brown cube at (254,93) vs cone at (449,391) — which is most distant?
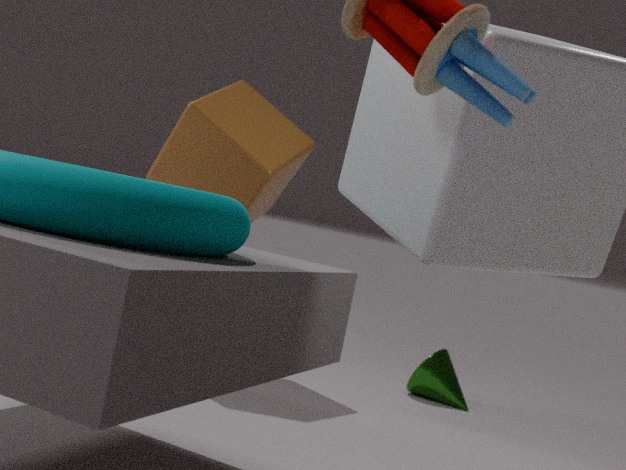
cone at (449,391)
